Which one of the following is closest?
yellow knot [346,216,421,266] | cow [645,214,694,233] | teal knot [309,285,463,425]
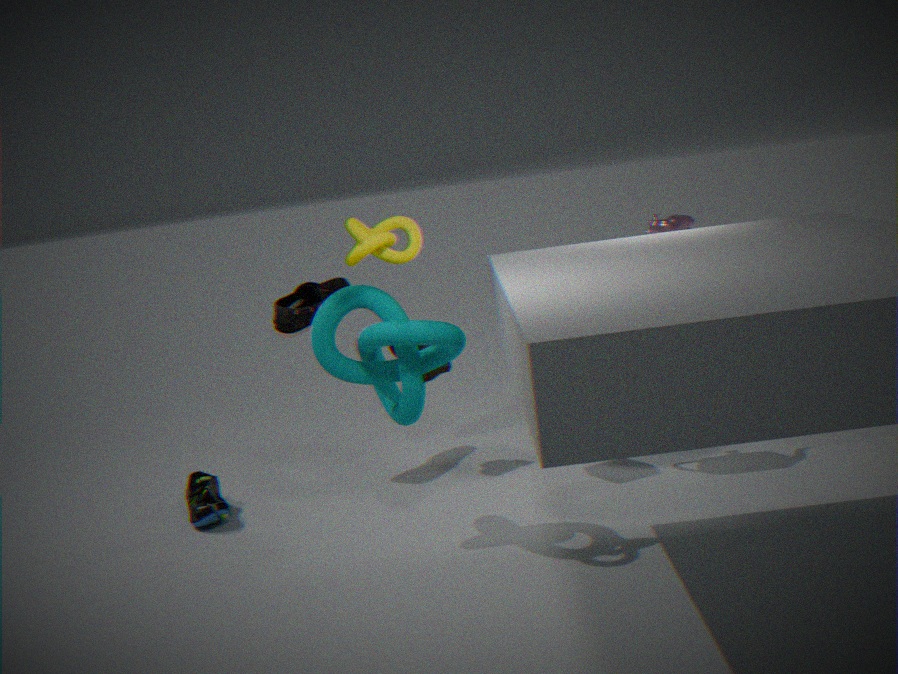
yellow knot [346,216,421,266]
